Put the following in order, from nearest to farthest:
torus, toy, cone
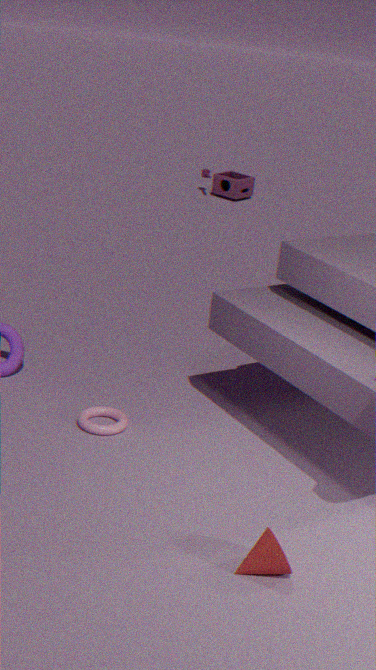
cone < torus < toy
